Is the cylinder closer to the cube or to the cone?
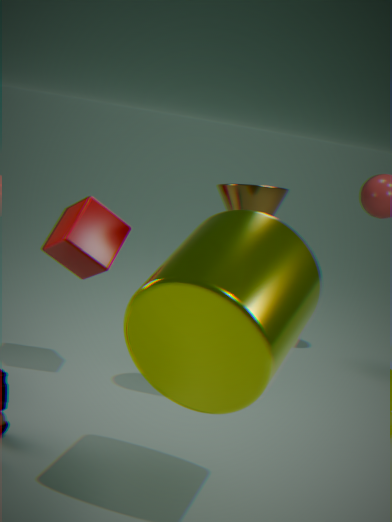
the cone
